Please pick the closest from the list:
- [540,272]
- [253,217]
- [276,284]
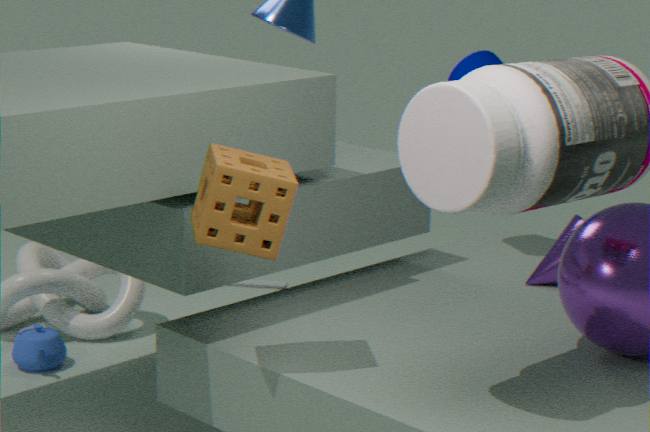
[253,217]
